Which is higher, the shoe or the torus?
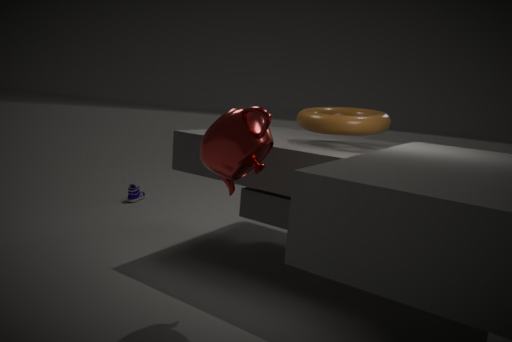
the torus
